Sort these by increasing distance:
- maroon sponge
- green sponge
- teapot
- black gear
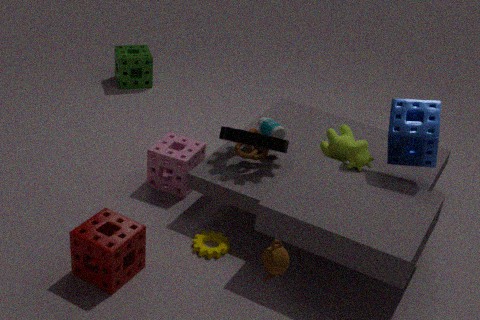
teapot < maroon sponge < black gear < green sponge
